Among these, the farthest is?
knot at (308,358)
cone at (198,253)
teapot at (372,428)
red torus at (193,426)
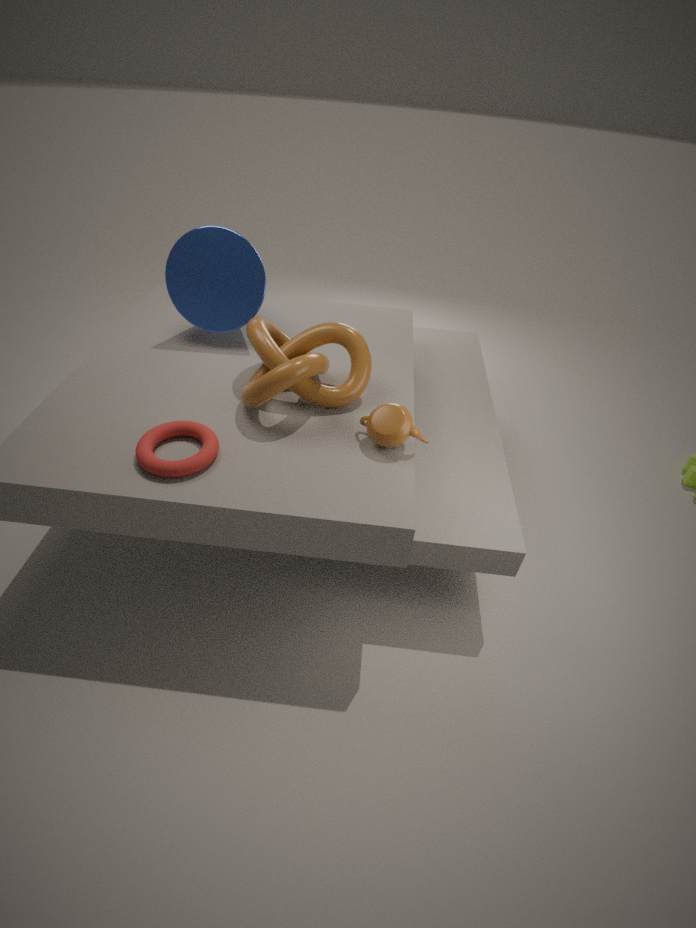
cone at (198,253)
